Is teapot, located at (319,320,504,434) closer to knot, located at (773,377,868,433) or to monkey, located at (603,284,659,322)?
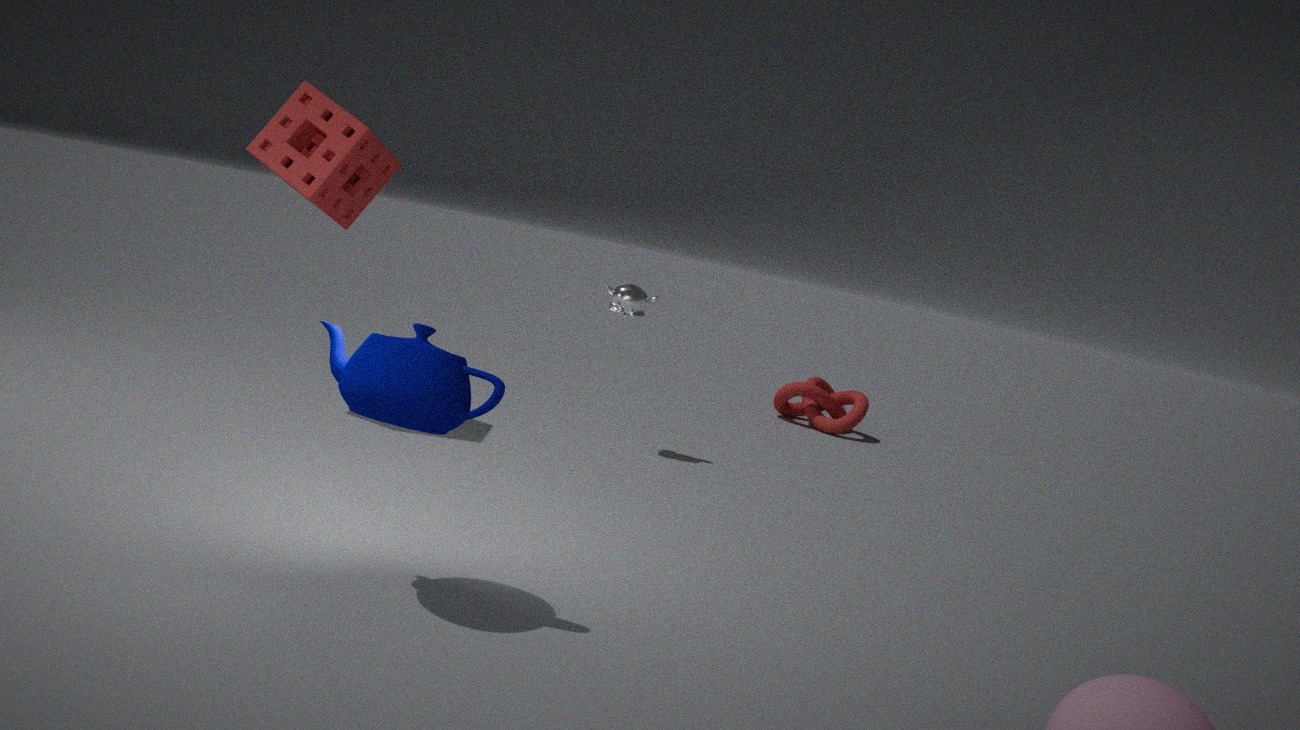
monkey, located at (603,284,659,322)
